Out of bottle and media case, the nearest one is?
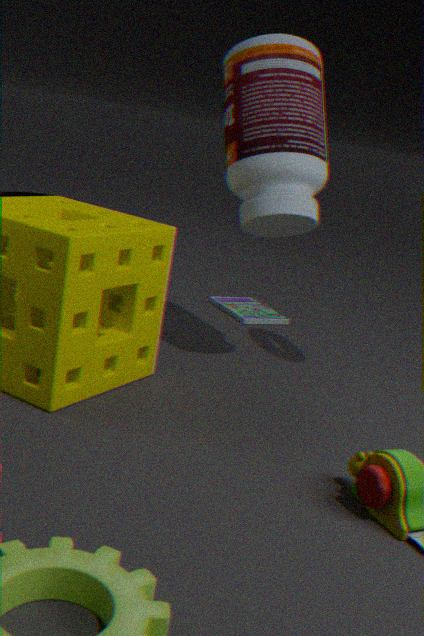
bottle
